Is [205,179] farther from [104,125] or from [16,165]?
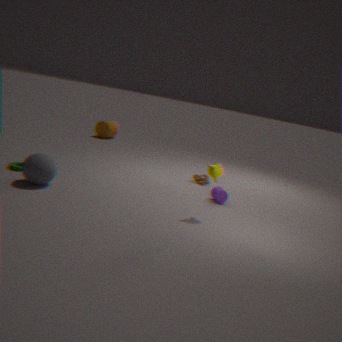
[104,125]
